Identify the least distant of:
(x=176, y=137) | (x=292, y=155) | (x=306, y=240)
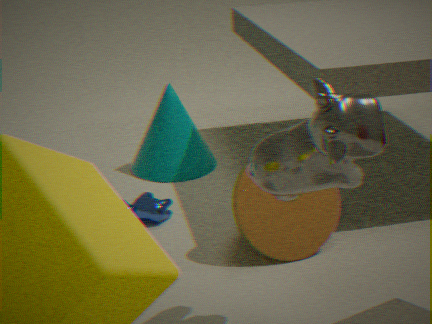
(x=292, y=155)
